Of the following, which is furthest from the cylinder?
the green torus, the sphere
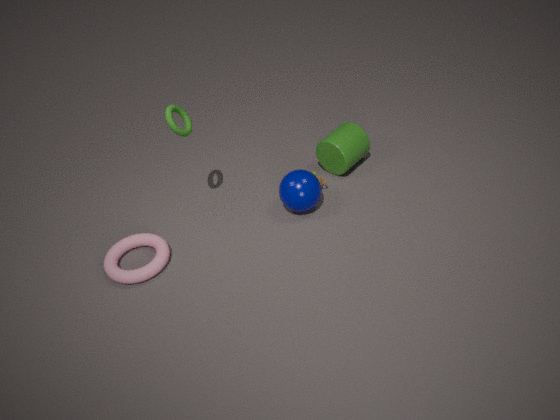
the green torus
